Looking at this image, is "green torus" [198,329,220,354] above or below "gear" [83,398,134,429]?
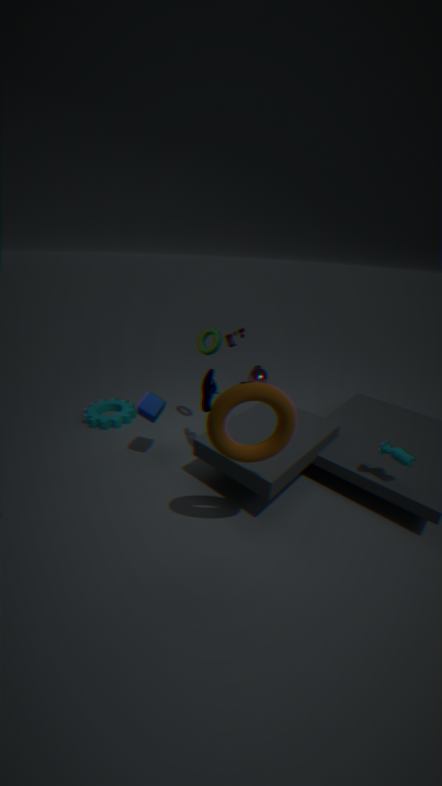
above
